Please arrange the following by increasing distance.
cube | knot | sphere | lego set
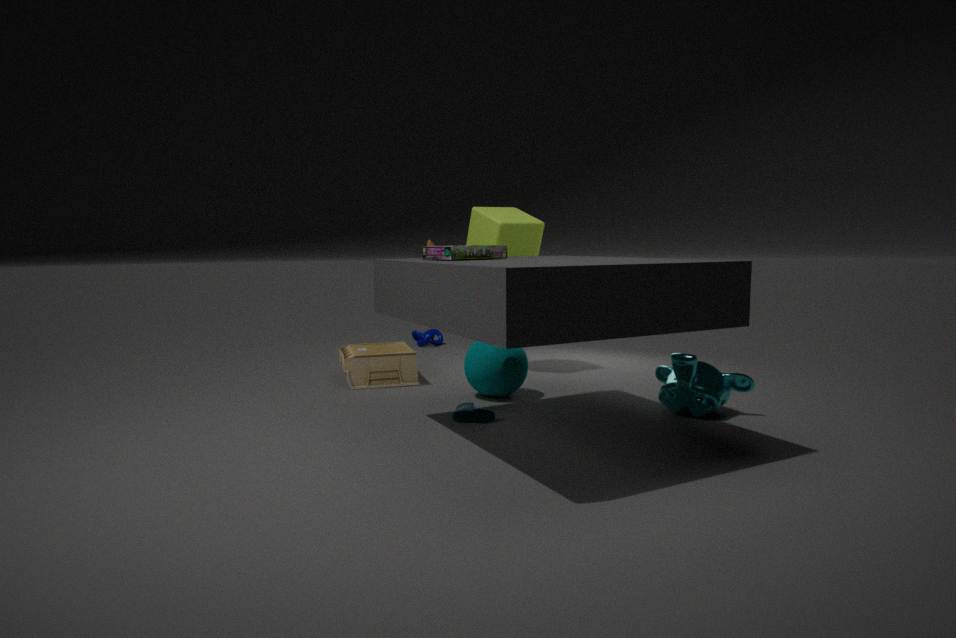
lego set → sphere → cube → knot
